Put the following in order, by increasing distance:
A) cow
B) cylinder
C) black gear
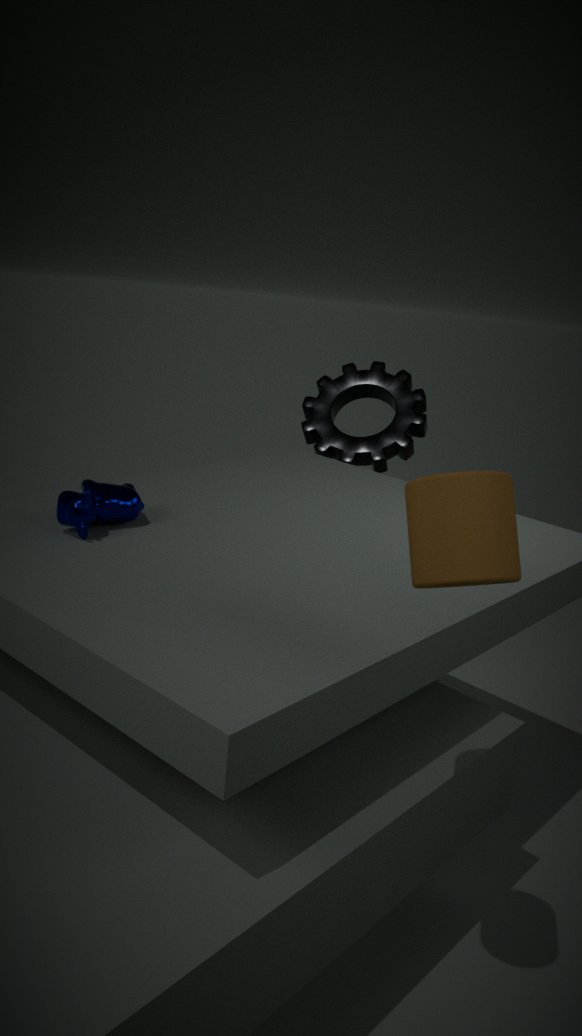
cylinder < cow < black gear
